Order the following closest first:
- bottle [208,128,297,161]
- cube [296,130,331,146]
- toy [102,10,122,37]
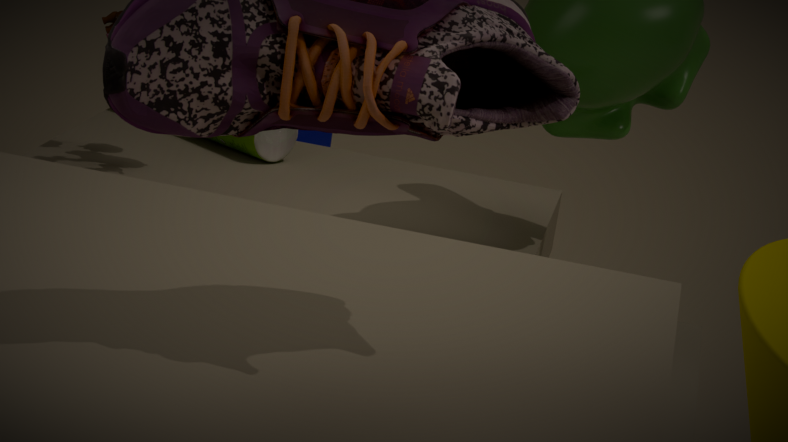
toy [102,10,122,37] → bottle [208,128,297,161] → cube [296,130,331,146]
